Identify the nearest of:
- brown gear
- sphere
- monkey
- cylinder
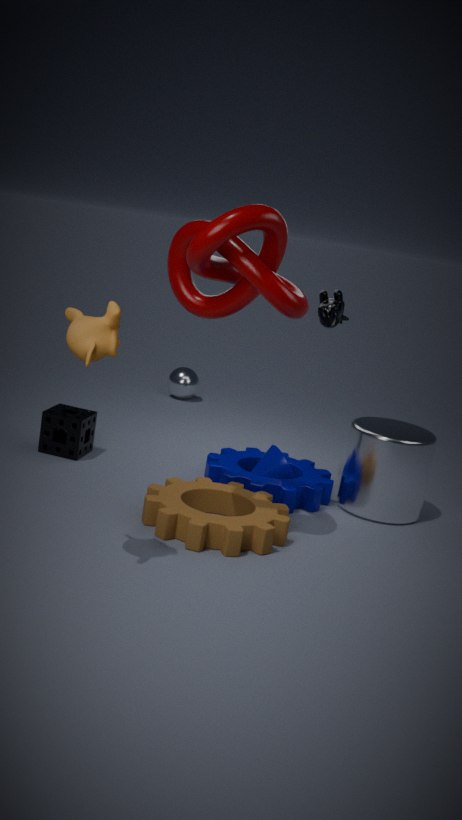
monkey
